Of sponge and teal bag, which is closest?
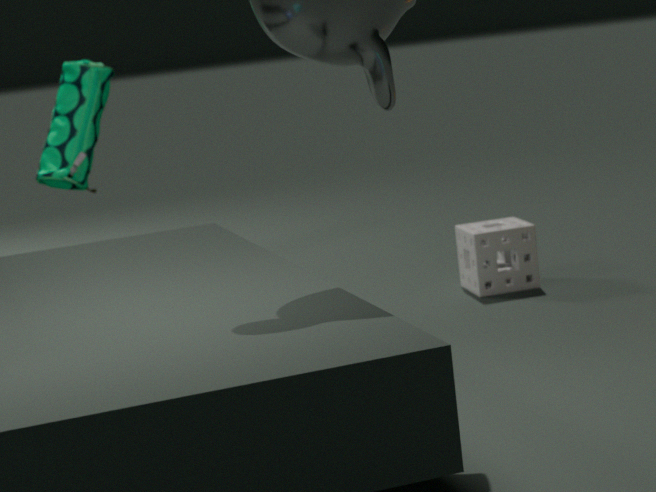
sponge
